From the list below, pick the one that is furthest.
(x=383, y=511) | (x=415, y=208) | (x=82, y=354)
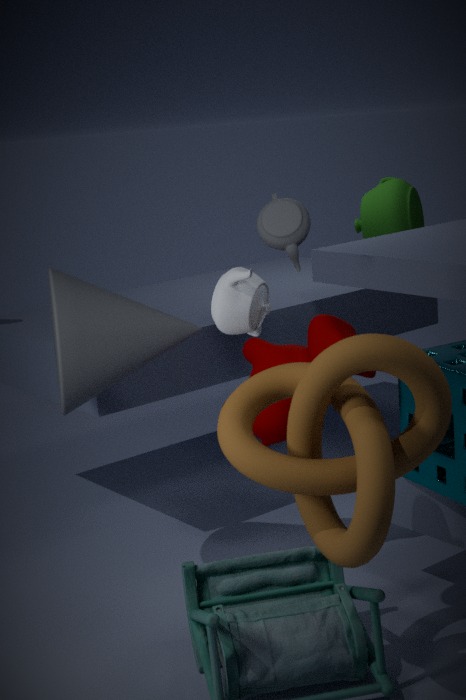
(x=415, y=208)
